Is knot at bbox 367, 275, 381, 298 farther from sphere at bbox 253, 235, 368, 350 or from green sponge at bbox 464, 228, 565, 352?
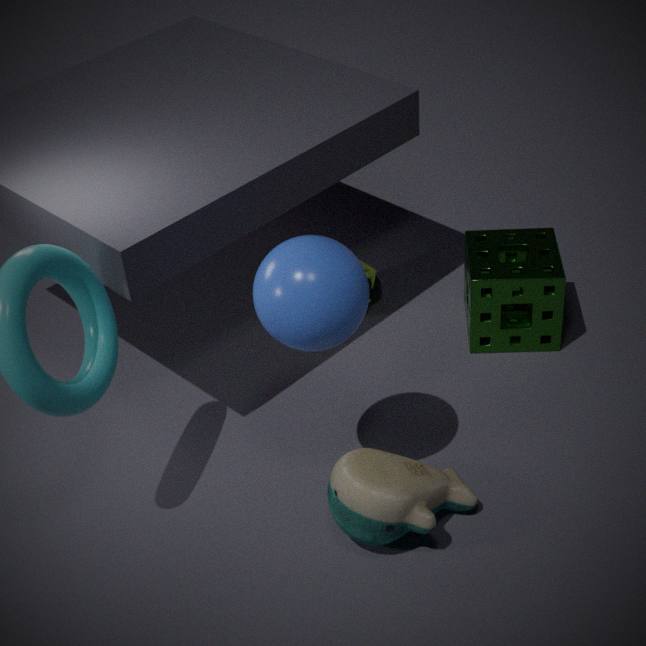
sphere at bbox 253, 235, 368, 350
